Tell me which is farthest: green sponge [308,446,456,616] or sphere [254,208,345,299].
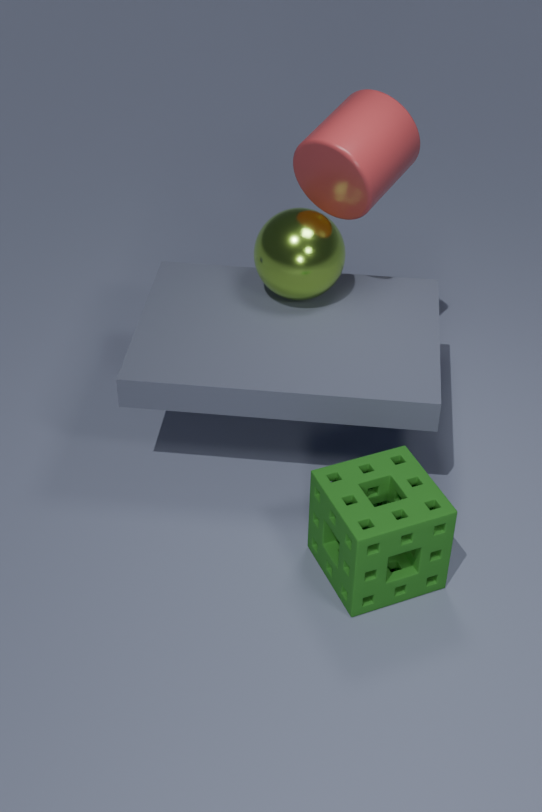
sphere [254,208,345,299]
